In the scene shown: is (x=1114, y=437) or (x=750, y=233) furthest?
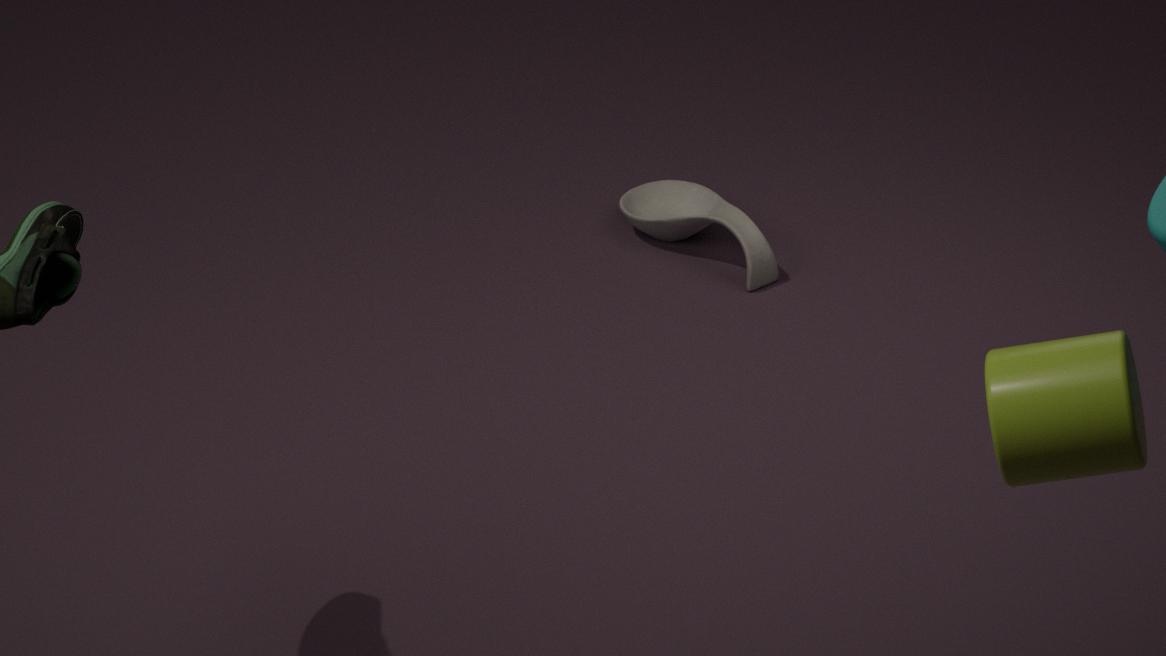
(x=750, y=233)
